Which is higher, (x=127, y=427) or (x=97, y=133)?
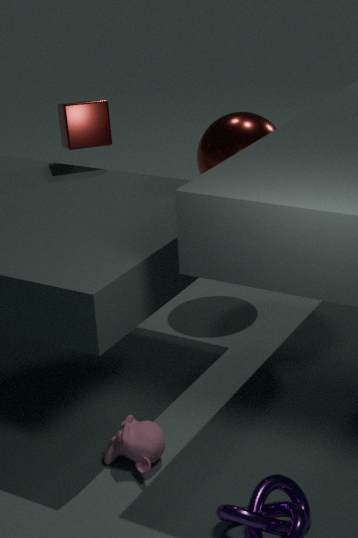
(x=97, y=133)
